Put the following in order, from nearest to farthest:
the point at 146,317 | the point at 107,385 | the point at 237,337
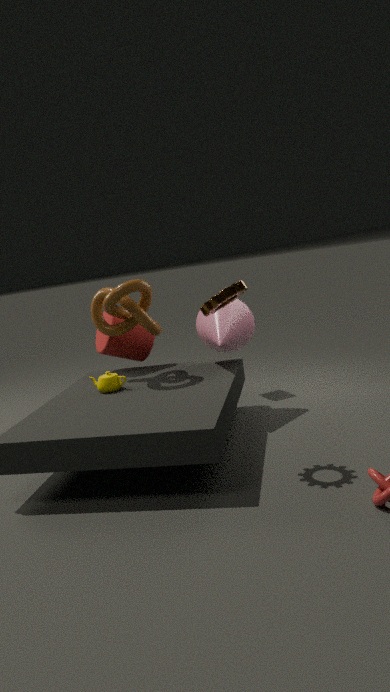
the point at 107,385 < the point at 146,317 < the point at 237,337
